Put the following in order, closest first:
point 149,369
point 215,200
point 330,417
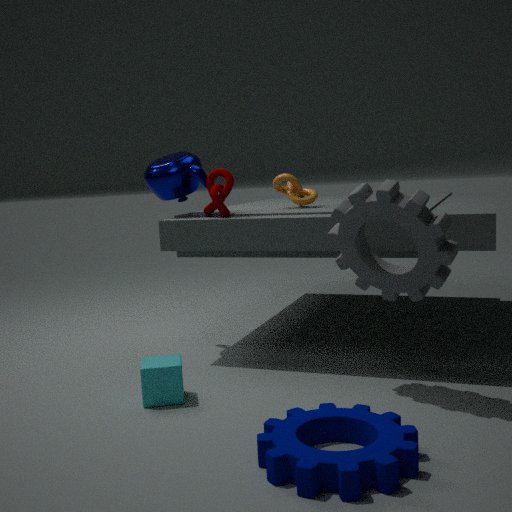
point 330,417 < point 149,369 < point 215,200
